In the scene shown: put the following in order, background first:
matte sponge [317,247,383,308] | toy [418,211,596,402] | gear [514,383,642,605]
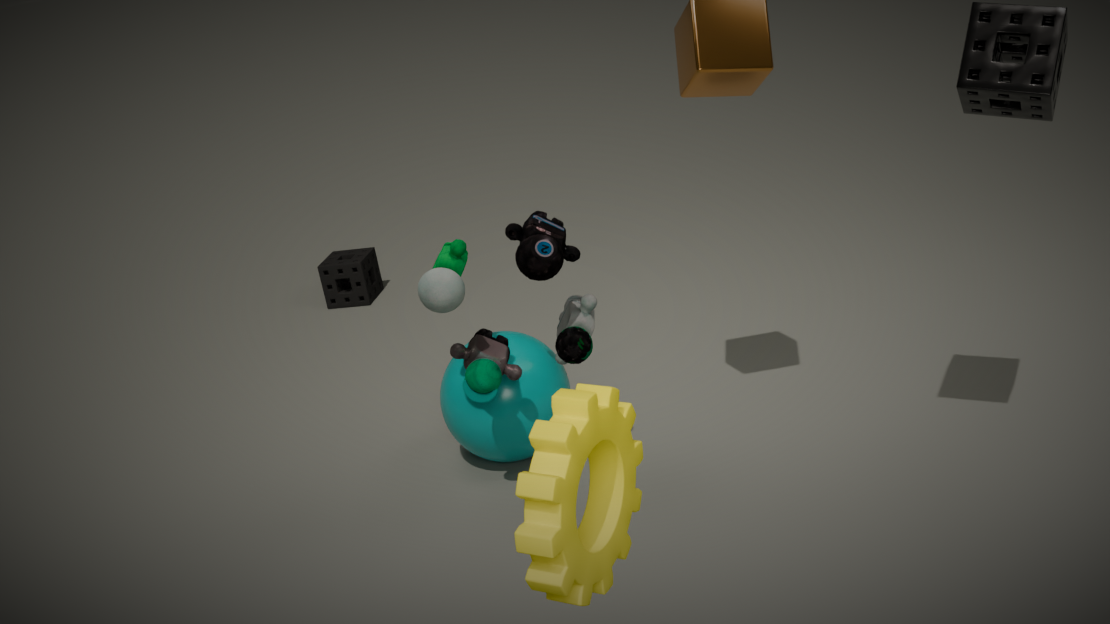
1. matte sponge [317,247,383,308]
2. toy [418,211,596,402]
3. gear [514,383,642,605]
